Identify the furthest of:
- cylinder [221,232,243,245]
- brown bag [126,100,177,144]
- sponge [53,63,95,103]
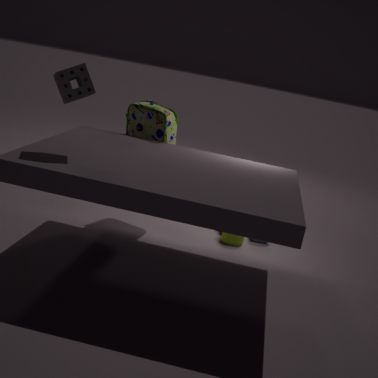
cylinder [221,232,243,245]
